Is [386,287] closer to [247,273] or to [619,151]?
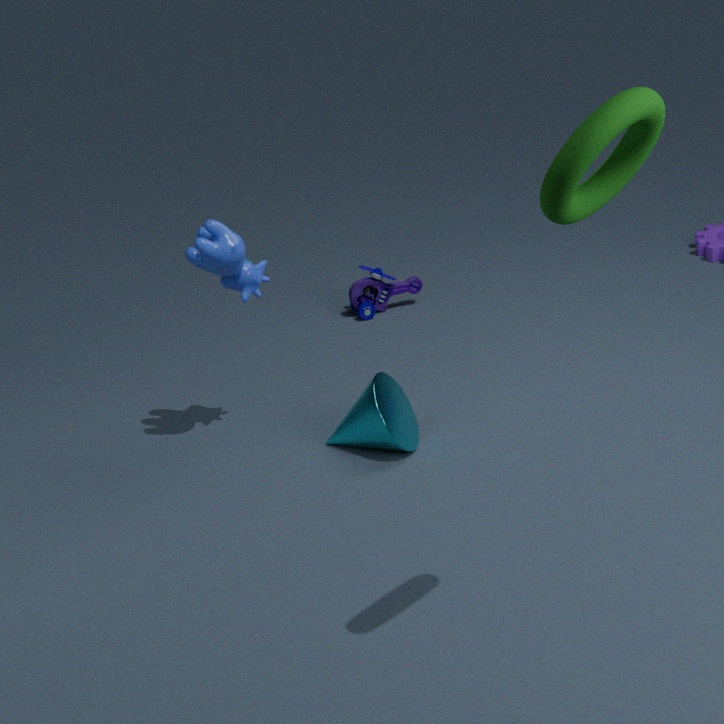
[247,273]
